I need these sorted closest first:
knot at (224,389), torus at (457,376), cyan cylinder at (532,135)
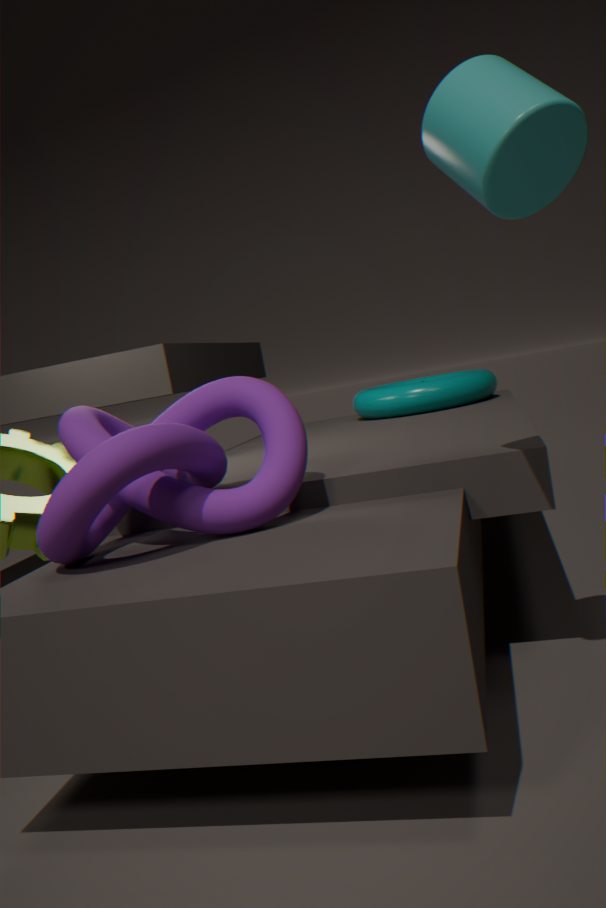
1. cyan cylinder at (532,135)
2. knot at (224,389)
3. torus at (457,376)
